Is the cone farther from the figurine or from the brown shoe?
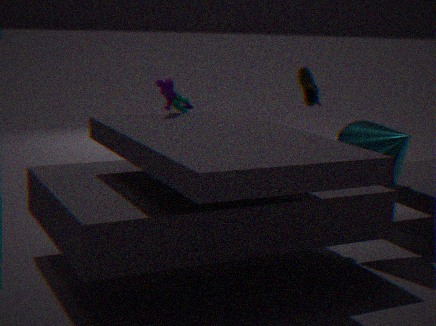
the figurine
